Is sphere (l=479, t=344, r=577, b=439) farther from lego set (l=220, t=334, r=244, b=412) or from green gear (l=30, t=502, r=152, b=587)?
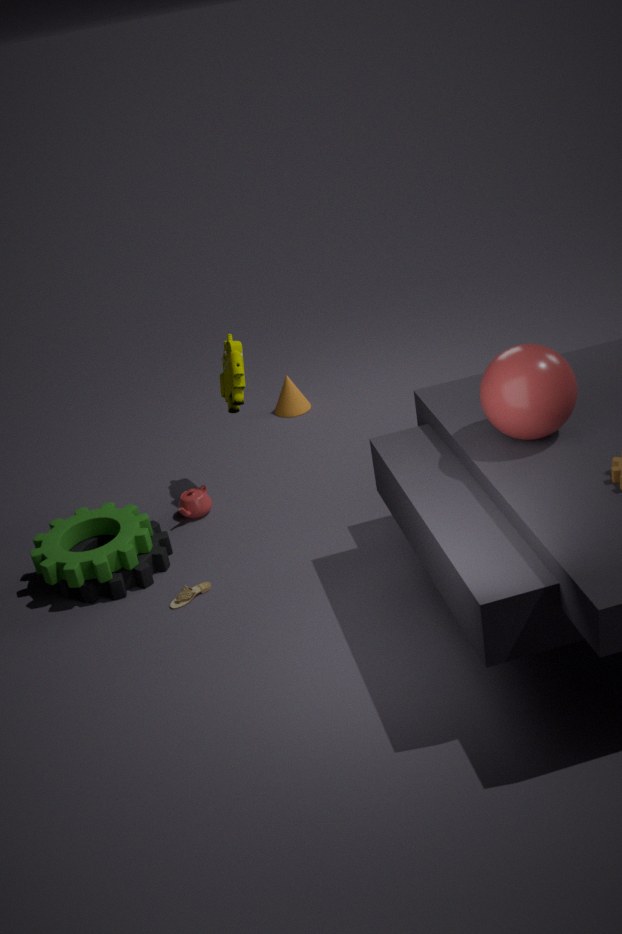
green gear (l=30, t=502, r=152, b=587)
